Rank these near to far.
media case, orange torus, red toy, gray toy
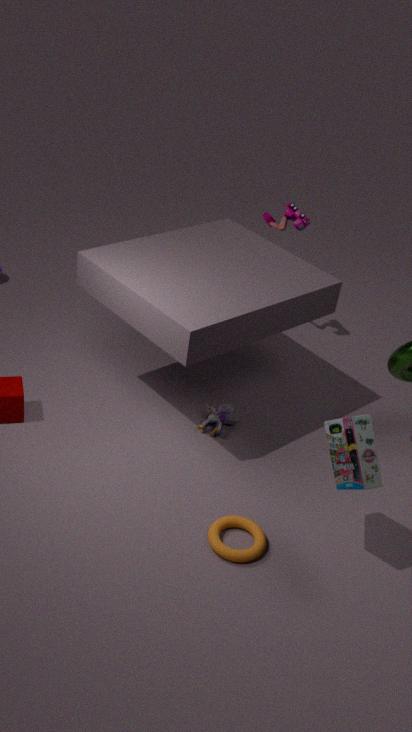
media case
orange torus
gray toy
red toy
